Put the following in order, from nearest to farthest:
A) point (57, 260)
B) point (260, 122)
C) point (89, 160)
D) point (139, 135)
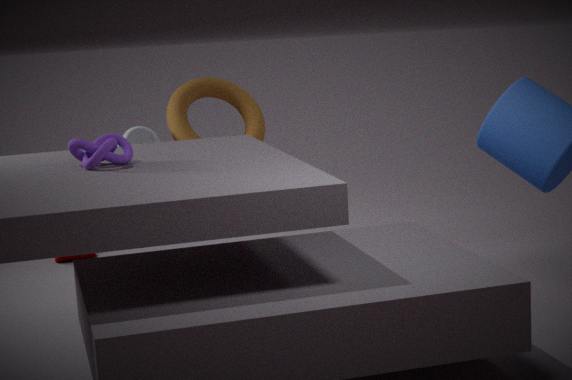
C. point (89, 160) → D. point (139, 135) → B. point (260, 122) → A. point (57, 260)
